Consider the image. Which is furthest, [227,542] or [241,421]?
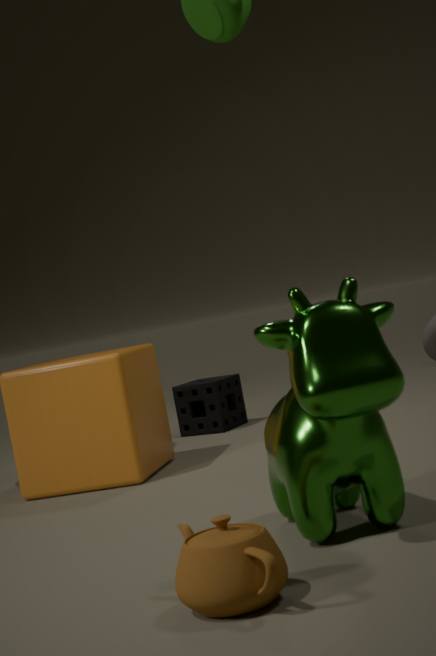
[241,421]
